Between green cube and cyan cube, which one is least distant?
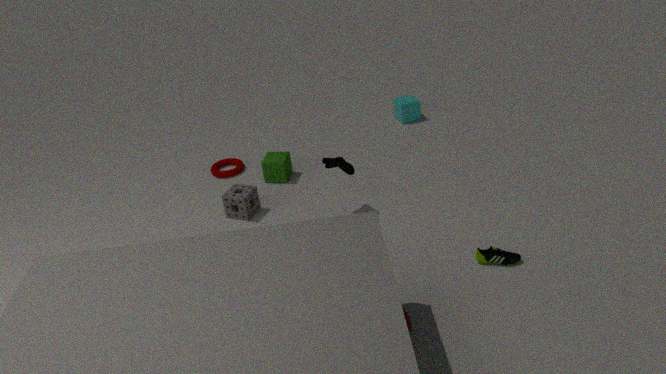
green cube
